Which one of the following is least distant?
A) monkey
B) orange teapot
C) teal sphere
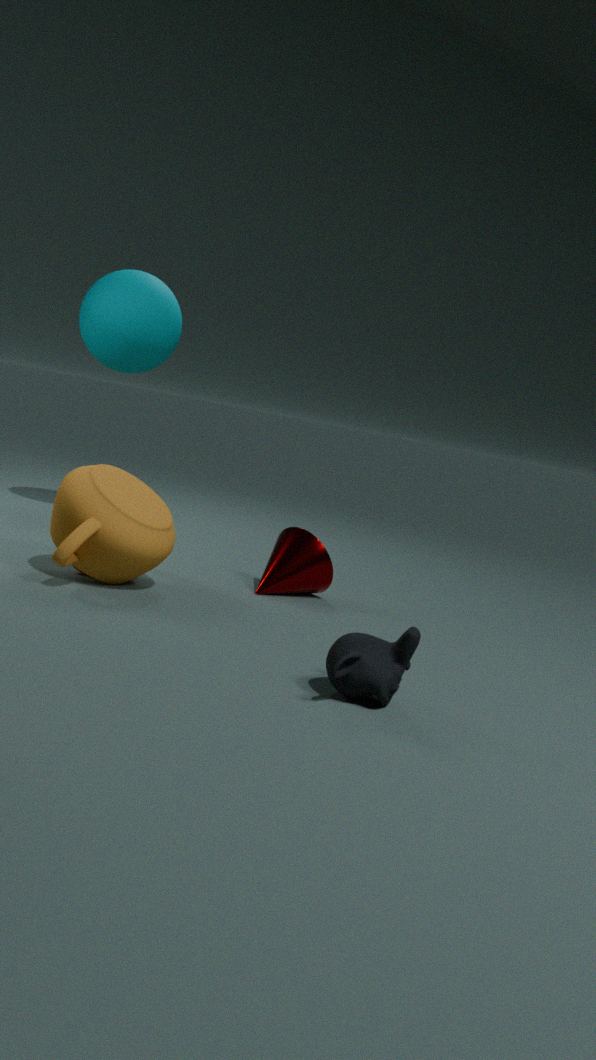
monkey
